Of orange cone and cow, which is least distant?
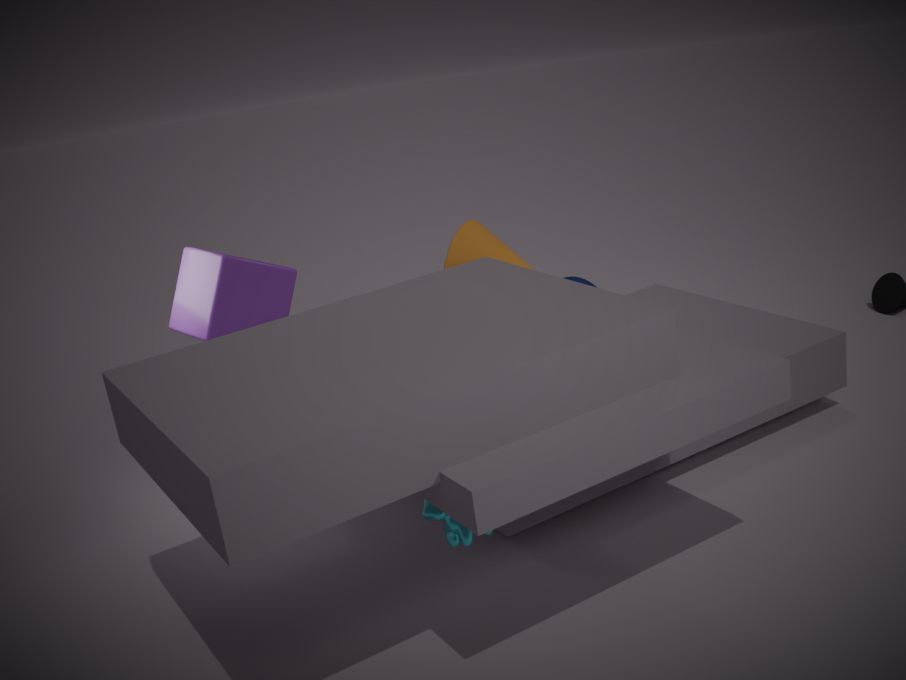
cow
